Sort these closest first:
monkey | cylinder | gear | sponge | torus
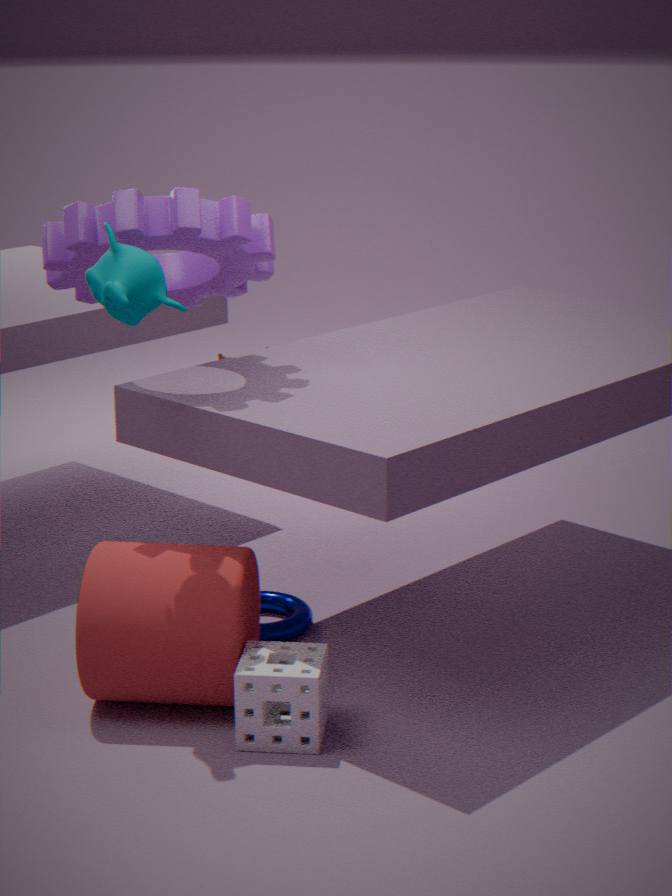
monkey, sponge, cylinder, gear, torus
